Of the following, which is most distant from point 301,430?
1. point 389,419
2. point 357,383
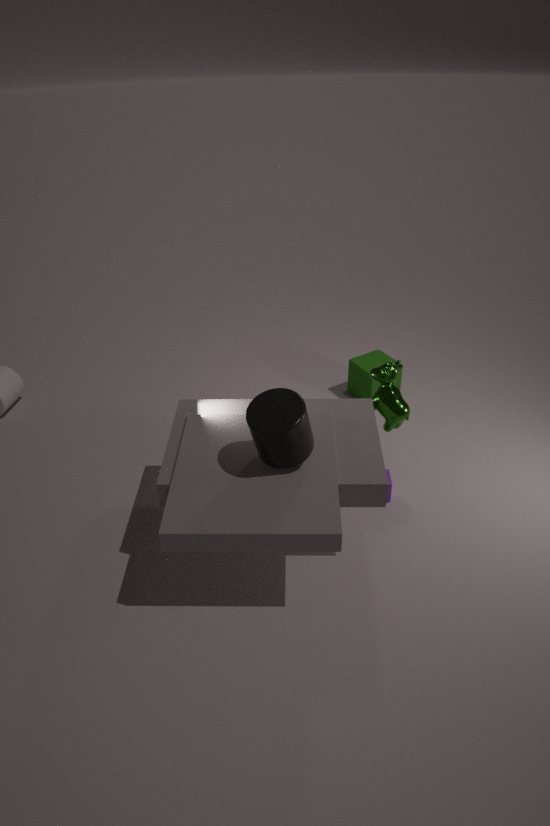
point 357,383
